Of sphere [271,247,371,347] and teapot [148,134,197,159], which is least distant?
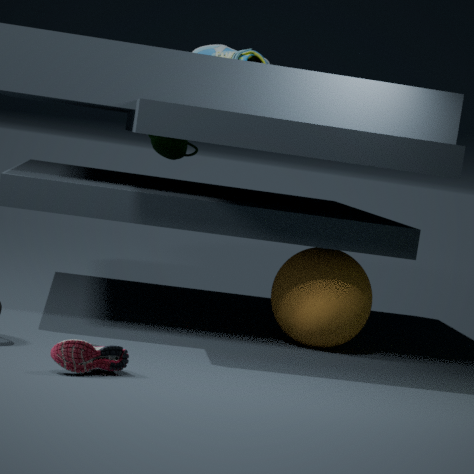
sphere [271,247,371,347]
